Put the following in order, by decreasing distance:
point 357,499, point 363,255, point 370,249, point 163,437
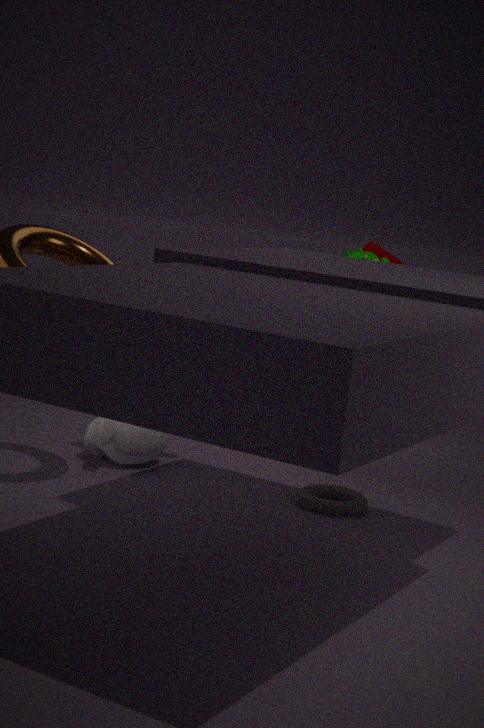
point 370,249
point 363,255
point 163,437
point 357,499
